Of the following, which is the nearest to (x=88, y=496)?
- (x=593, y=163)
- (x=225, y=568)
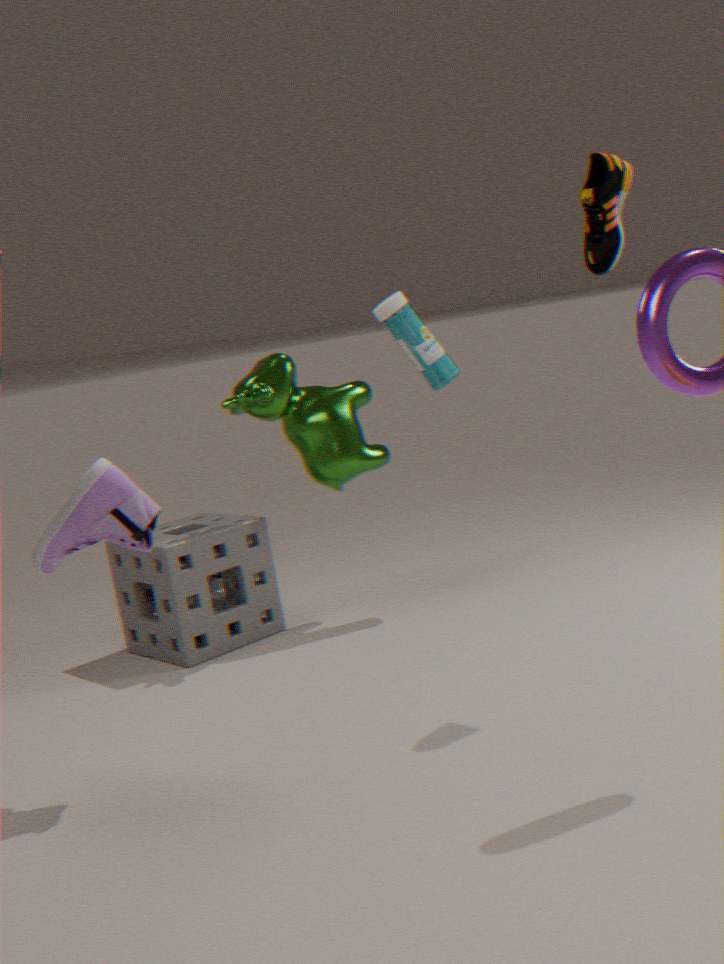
(x=225, y=568)
